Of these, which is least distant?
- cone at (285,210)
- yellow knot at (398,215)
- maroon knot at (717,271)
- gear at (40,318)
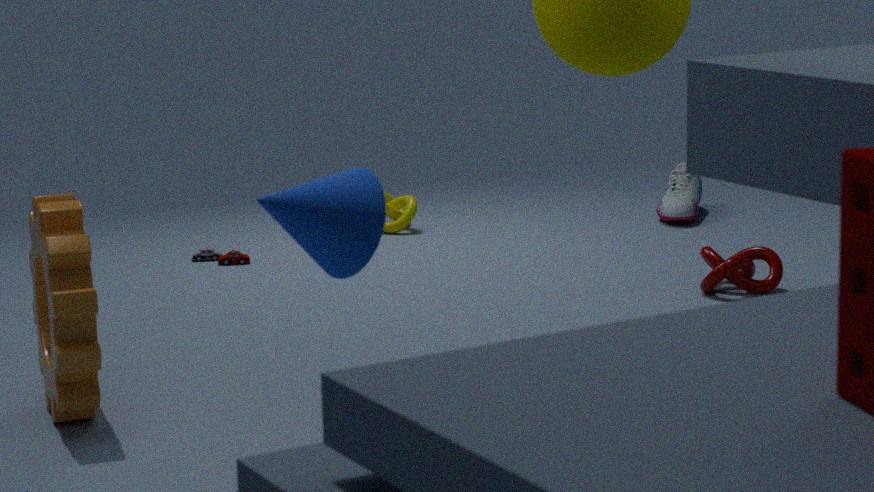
cone at (285,210)
